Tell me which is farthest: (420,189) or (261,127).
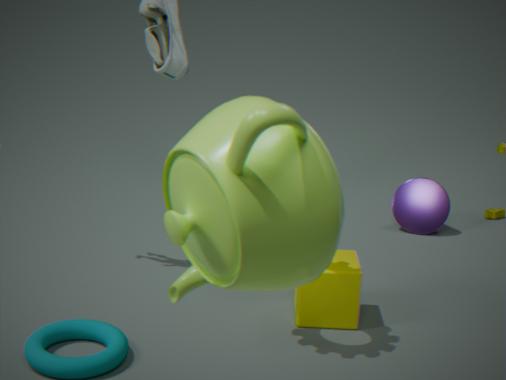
(420,189)
